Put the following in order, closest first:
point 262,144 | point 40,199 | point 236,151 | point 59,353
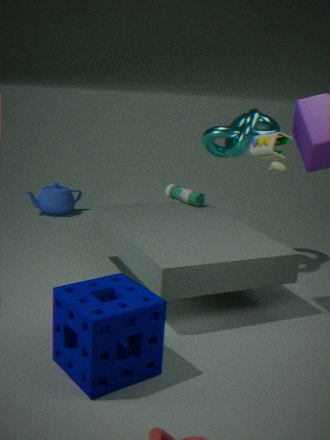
point 59,353
point 262,144
point 236,151
point 40,199
